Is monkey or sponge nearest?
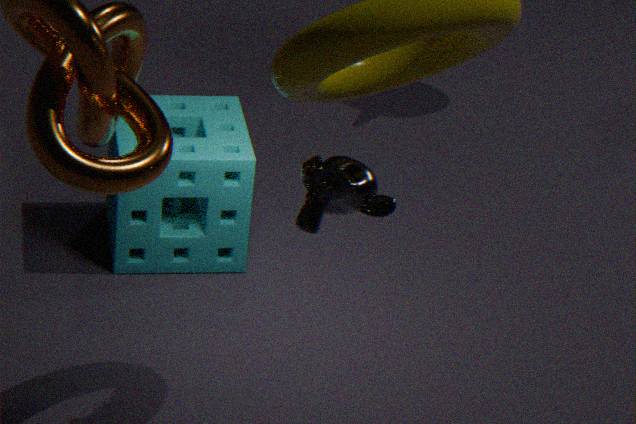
monkey
